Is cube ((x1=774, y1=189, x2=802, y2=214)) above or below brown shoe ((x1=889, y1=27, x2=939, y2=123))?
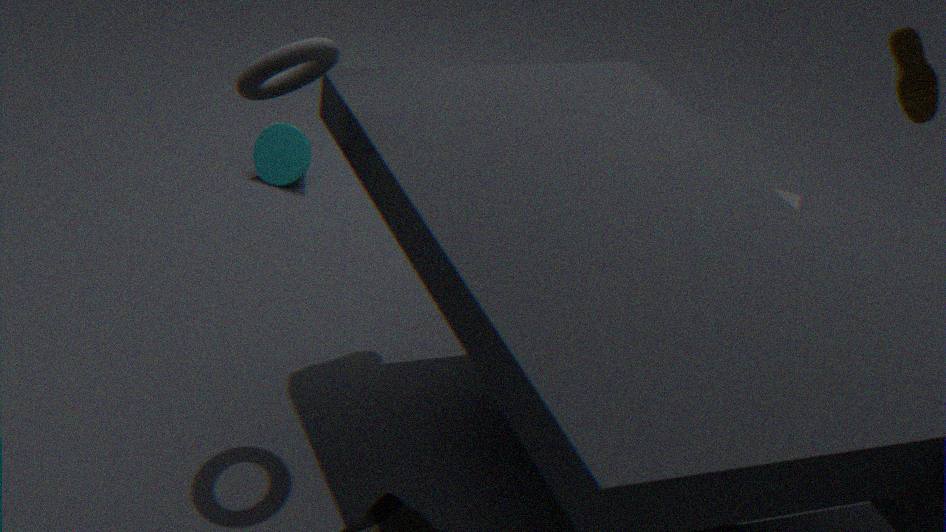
below
